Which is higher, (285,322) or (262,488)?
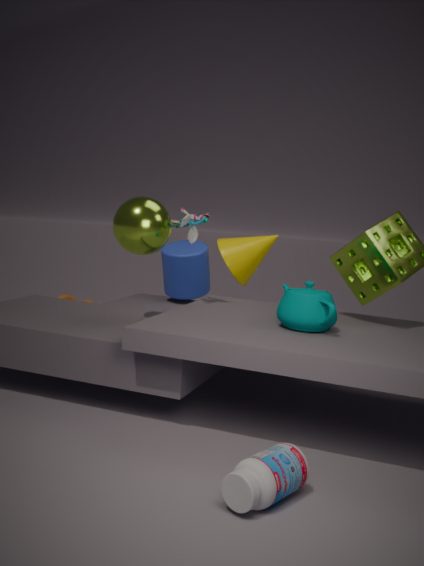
(285,322)
